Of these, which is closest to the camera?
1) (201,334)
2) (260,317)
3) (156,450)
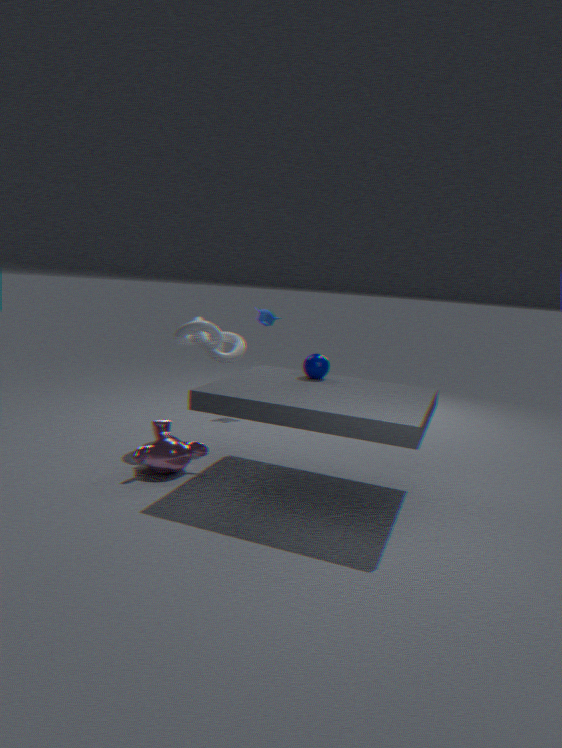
3. (156,450)
